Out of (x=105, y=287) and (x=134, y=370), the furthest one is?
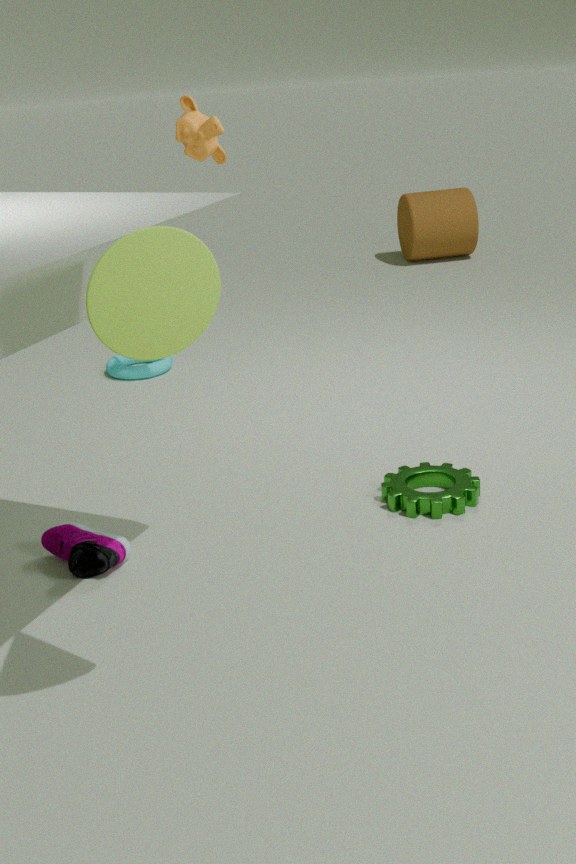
(x=134, y=370)
